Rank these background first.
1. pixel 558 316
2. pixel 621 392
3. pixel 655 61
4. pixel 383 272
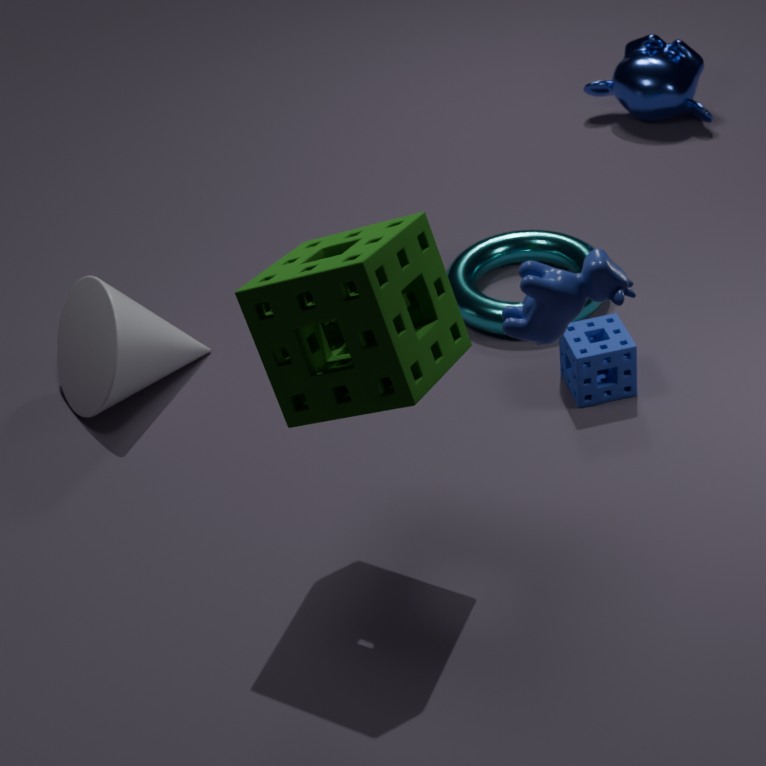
pixel 655 61
pixel 621 392
pixel 383 272
pixel 558 316
